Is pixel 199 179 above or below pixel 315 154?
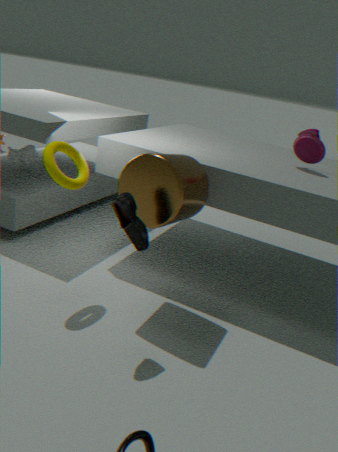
below
